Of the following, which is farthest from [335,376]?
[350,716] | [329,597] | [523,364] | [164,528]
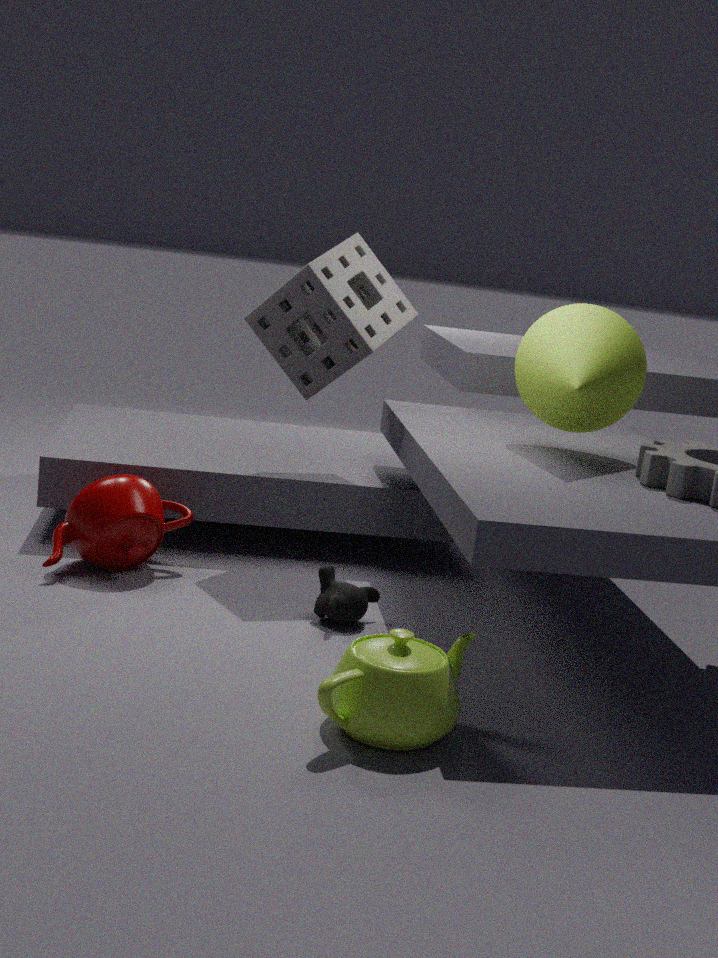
[350,716]
